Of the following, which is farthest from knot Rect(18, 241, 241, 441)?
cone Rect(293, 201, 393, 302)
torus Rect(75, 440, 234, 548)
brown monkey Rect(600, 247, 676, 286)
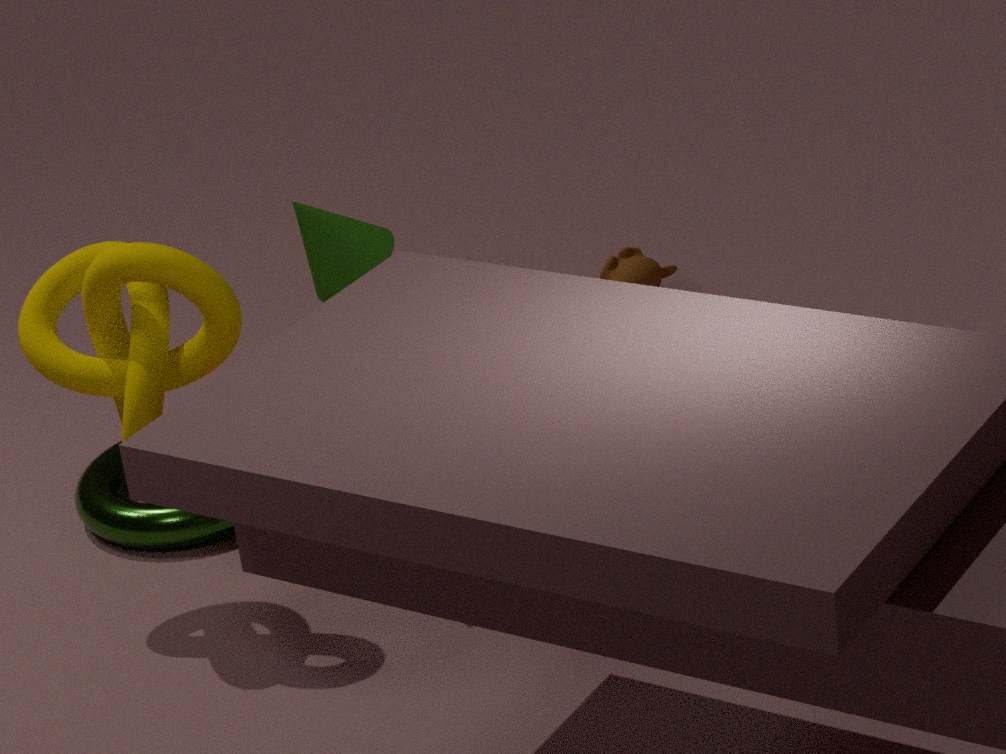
brown monkey Rect(600, 247, 676, 286)
